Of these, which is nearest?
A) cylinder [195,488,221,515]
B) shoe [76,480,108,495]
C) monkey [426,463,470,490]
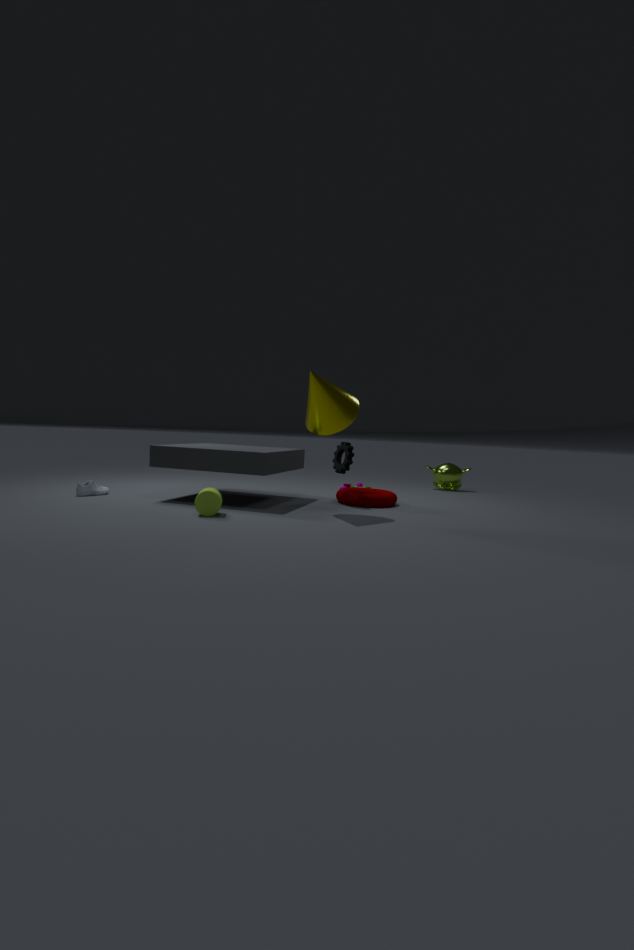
cylinder [195,488,221,515]
